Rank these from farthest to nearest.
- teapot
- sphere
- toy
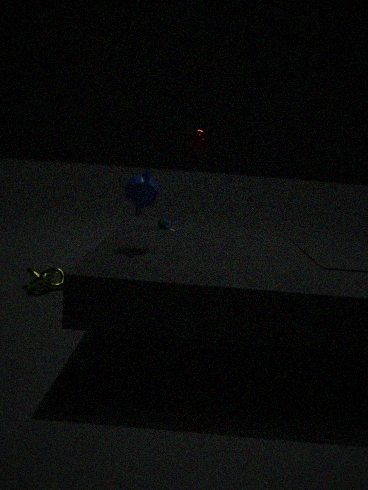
sphere < toy < teapot
